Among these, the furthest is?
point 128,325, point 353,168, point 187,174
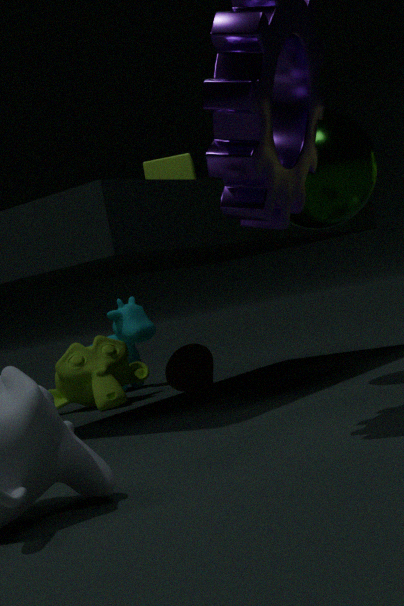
point 128,325
